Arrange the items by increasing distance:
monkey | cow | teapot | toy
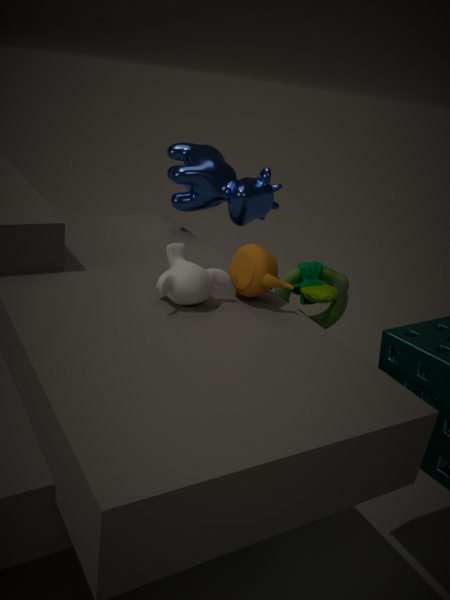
monkey, teapot, toy, cow
